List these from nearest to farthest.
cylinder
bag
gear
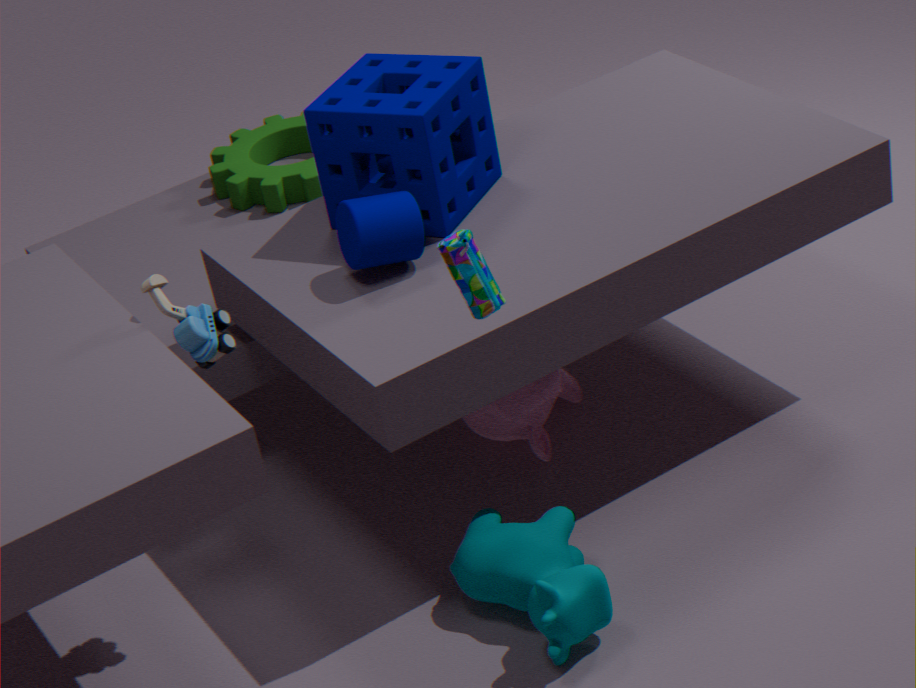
1. bag
2. cylinder
3. gear
